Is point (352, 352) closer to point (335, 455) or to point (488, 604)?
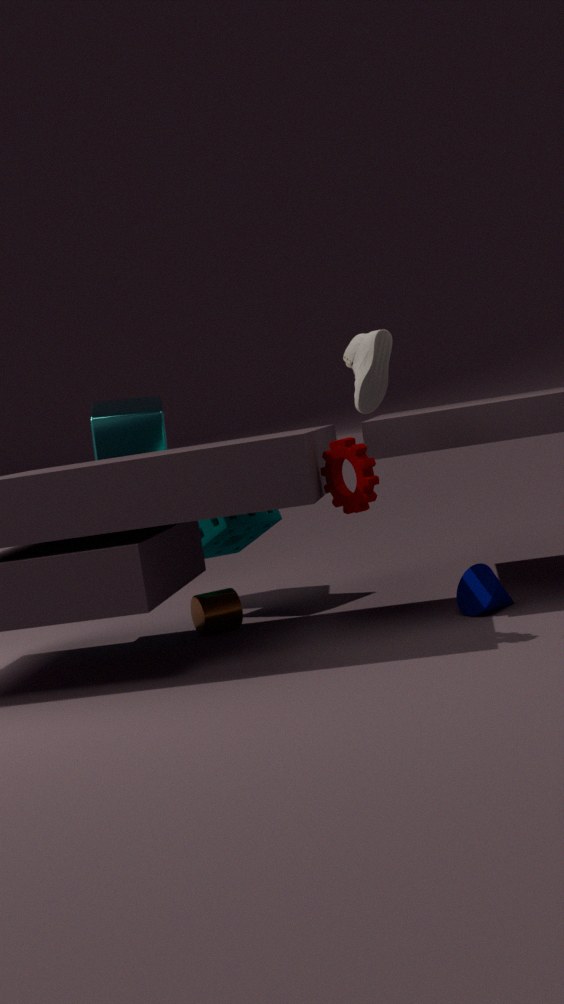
point (335, 455)
